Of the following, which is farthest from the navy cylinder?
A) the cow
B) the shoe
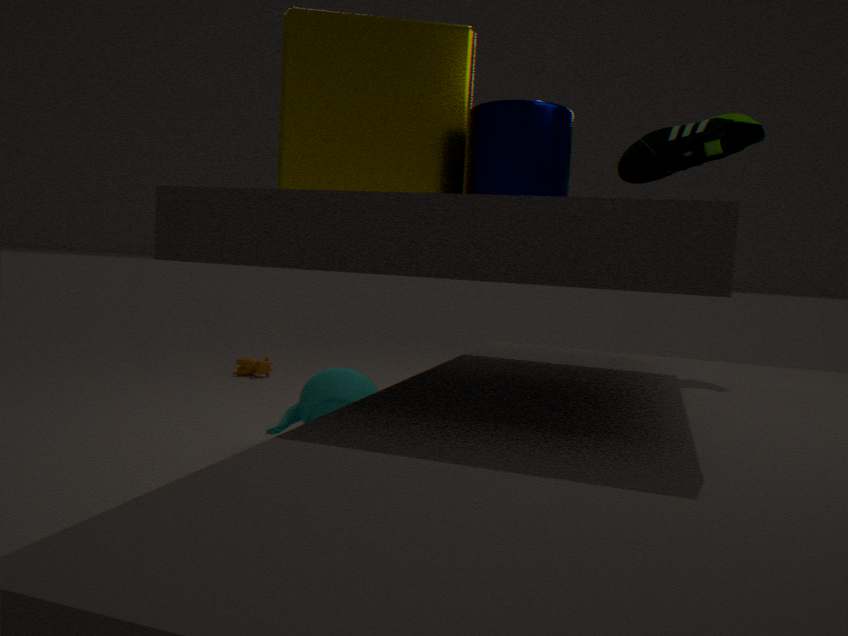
the cow
